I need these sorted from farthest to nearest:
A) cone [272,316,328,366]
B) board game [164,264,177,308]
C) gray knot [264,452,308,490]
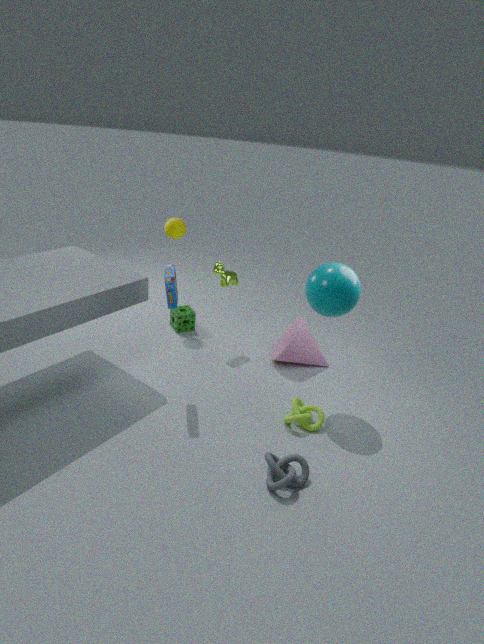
cone [272,316,328,366], board game [164,264,177,308], gray knot [264,452,308,490]
